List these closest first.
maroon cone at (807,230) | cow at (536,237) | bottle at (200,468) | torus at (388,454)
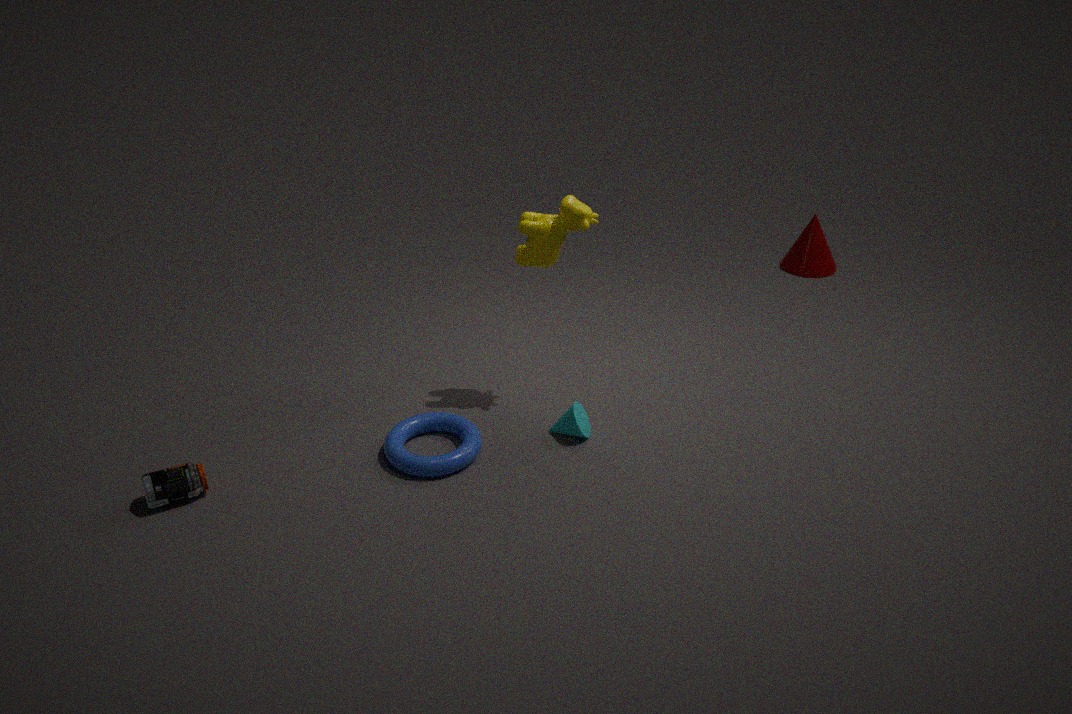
bottle at (200,468) → torus at (388,454) → cow at (536,237) → maroon cone at (807,230)
